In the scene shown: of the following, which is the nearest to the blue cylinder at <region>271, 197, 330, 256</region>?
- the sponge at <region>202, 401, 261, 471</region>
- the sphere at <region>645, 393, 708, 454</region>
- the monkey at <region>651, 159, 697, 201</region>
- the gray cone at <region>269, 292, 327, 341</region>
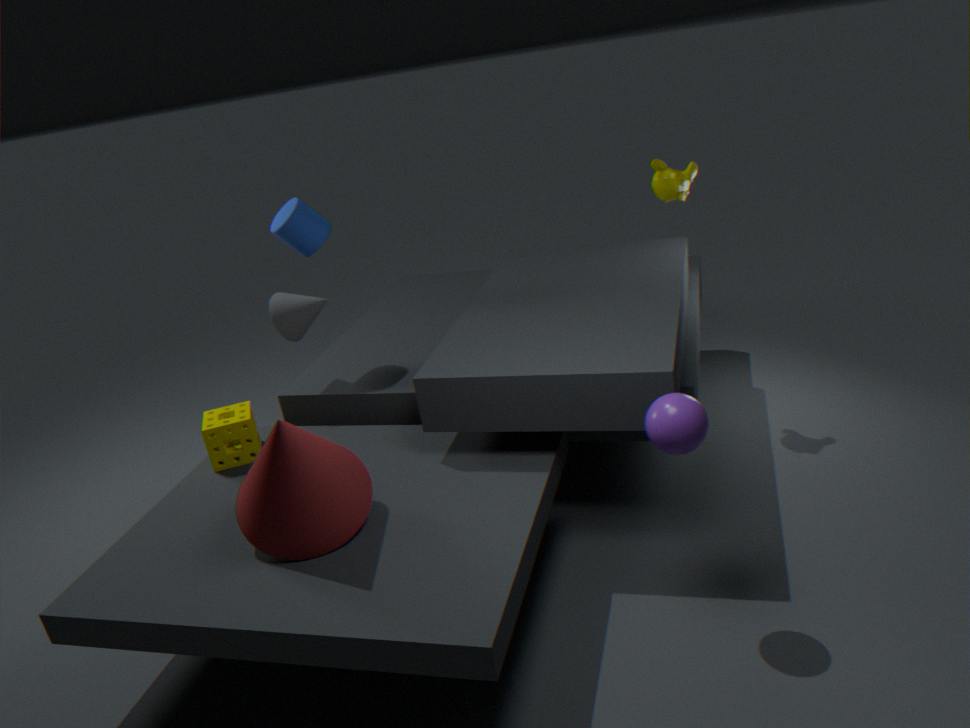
the gray cone at <region>269, 292, 327, 341</region>
